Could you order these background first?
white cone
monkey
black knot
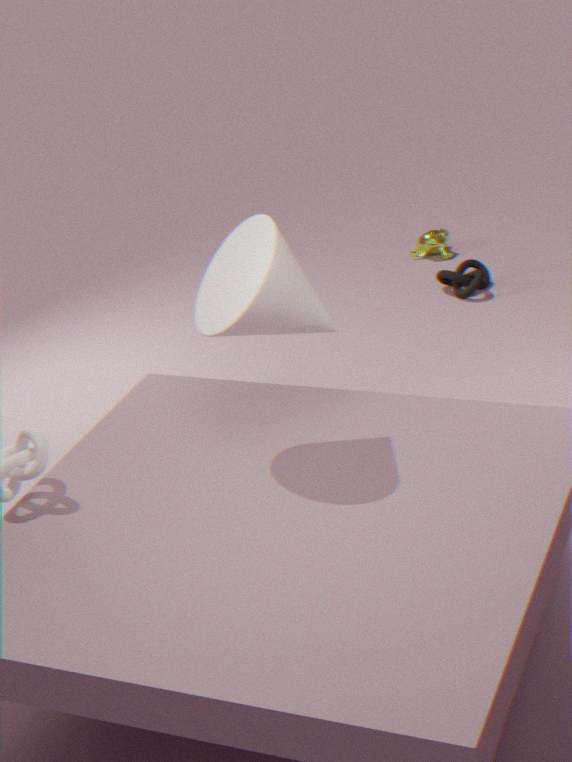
monkey → black knot → white cone
